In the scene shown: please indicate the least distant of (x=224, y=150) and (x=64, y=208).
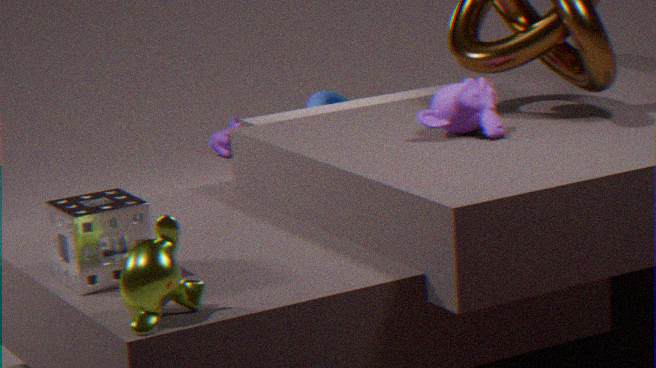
(x=64, y=208)
